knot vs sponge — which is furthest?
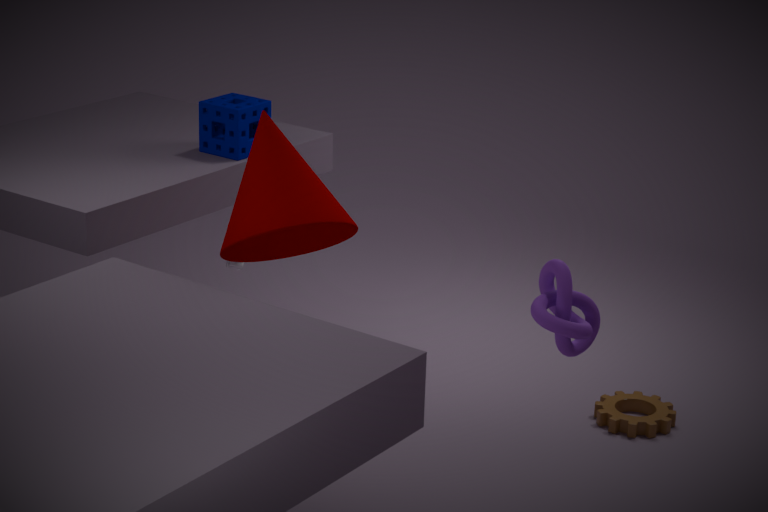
sponge
